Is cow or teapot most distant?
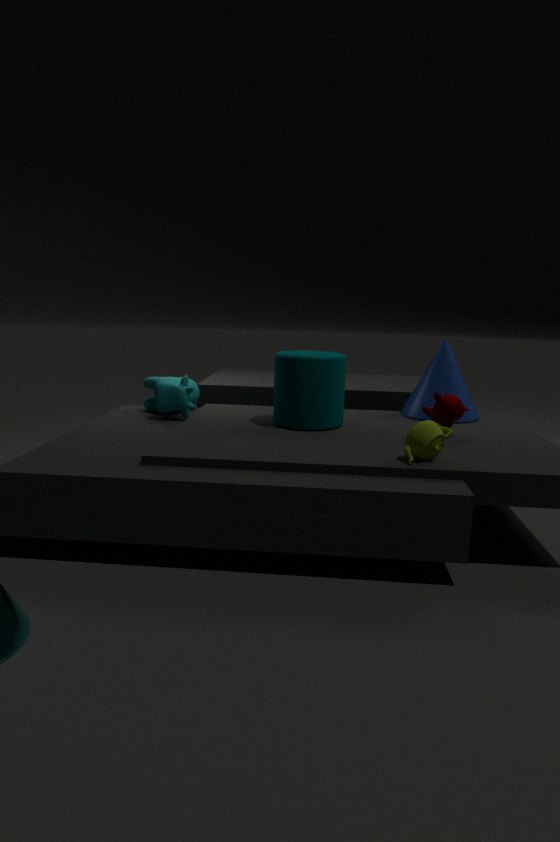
cow
